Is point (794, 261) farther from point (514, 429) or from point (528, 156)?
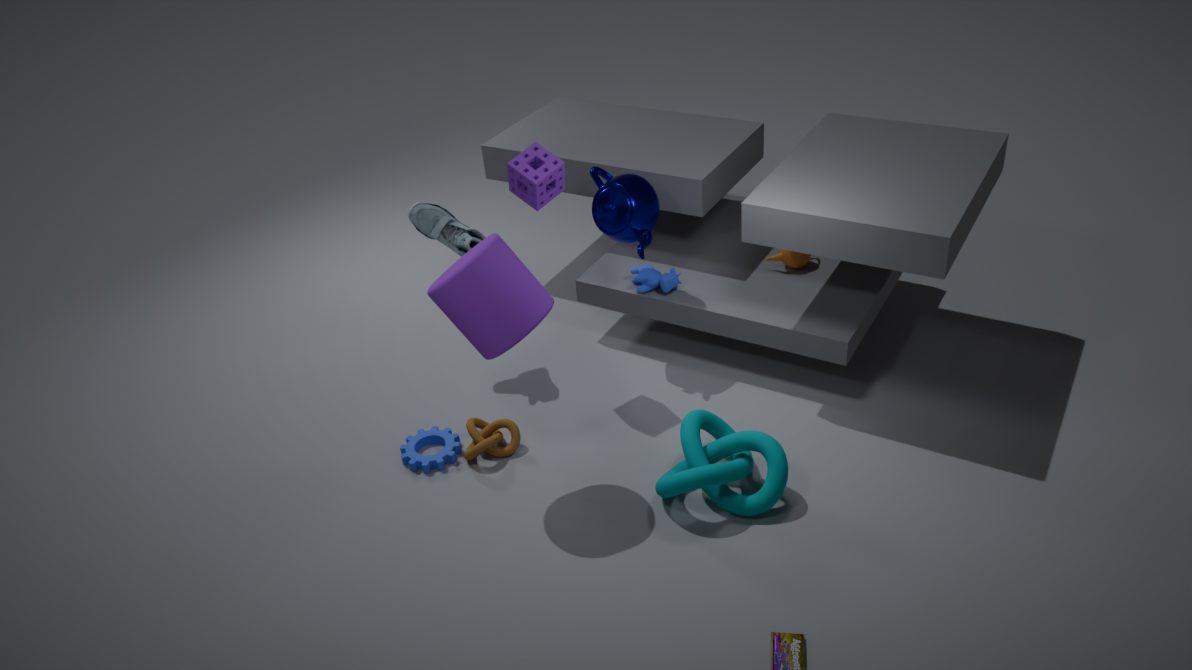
point (514, 429)
